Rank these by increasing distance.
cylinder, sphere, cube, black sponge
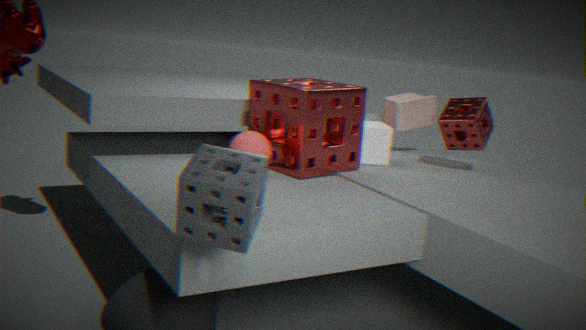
black sponge → sphere → cube → cylinder
